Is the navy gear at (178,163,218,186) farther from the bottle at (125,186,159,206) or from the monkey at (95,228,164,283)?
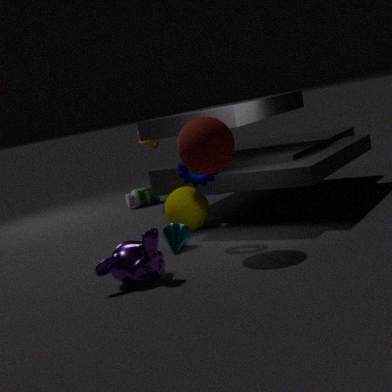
the bottle at (125,186,159,206)
